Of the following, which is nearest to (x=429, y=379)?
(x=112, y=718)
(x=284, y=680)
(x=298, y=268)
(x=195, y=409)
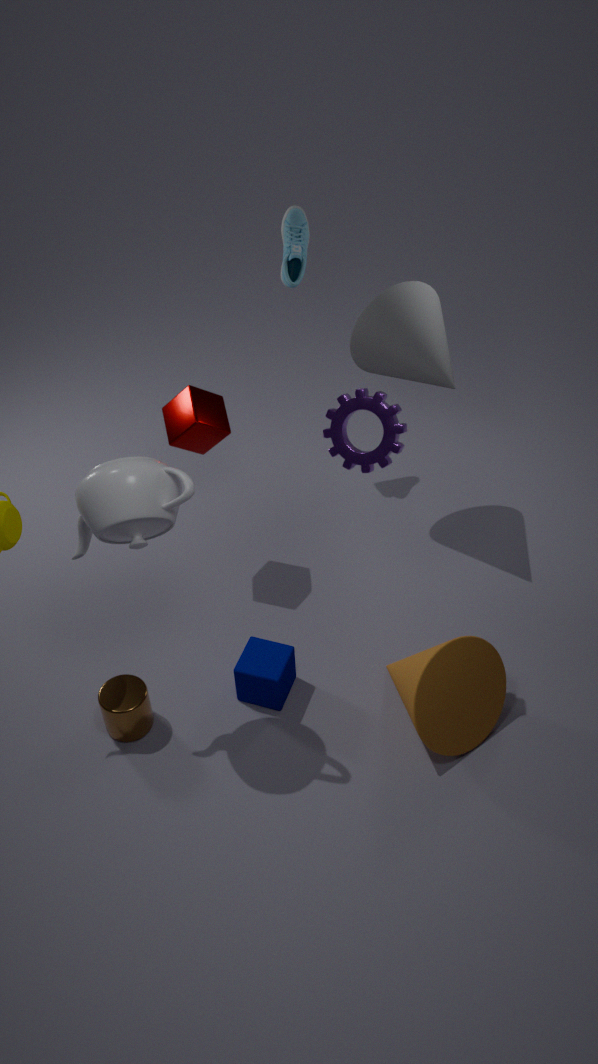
(x=298, y=268)
